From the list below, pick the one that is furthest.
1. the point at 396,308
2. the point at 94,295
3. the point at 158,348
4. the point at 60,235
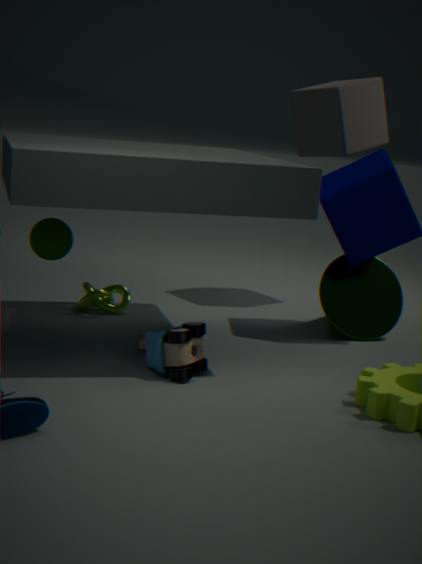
the point at 396,308
